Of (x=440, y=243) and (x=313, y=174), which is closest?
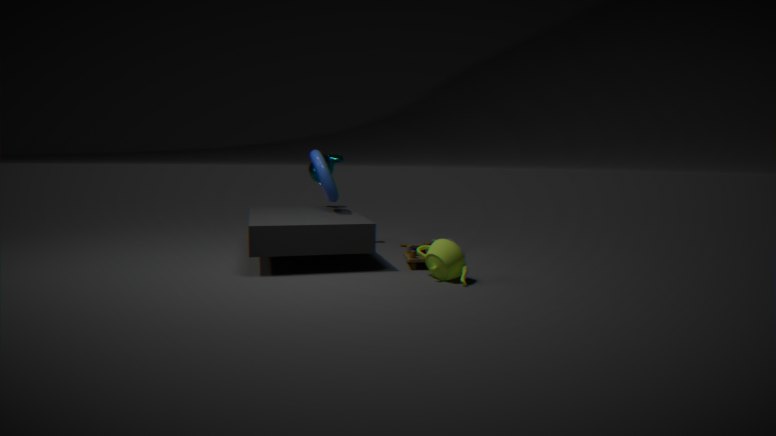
(x=440, y=243)
